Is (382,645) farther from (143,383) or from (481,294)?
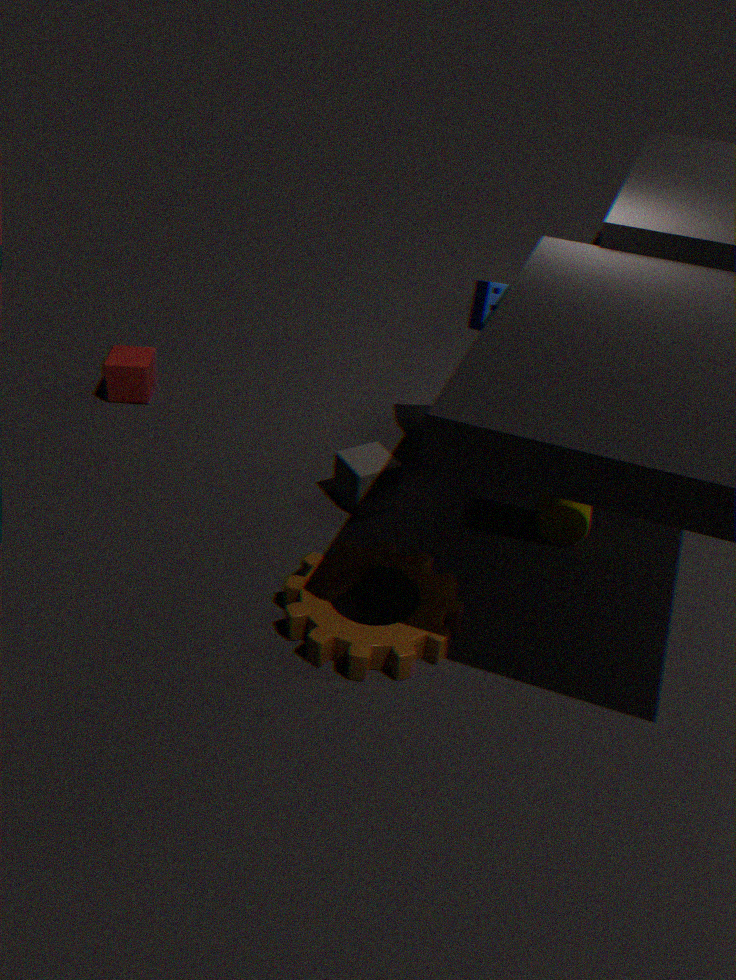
(143,383)
